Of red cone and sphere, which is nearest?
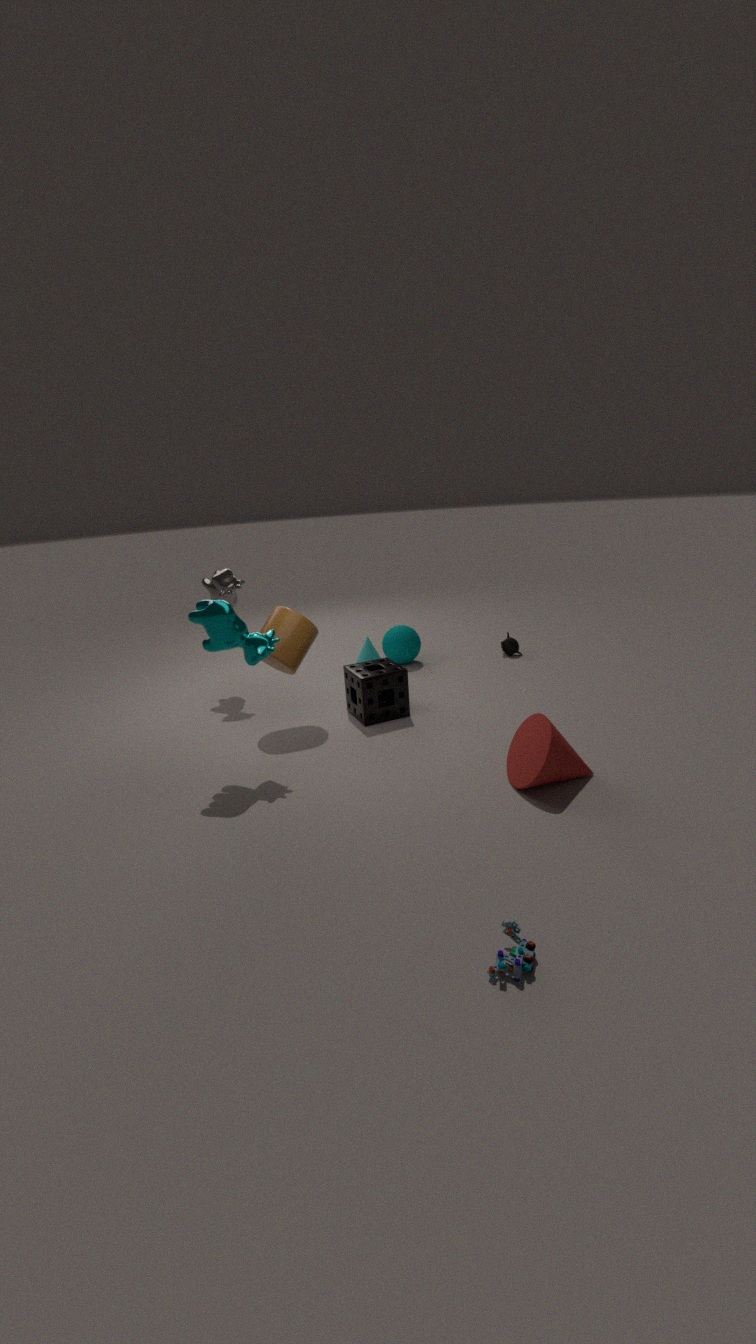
red cone
